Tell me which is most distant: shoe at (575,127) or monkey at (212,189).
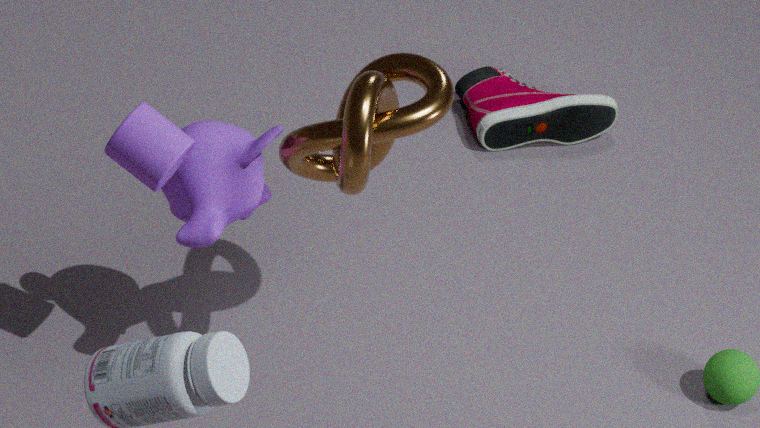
shoe at (575,127)
